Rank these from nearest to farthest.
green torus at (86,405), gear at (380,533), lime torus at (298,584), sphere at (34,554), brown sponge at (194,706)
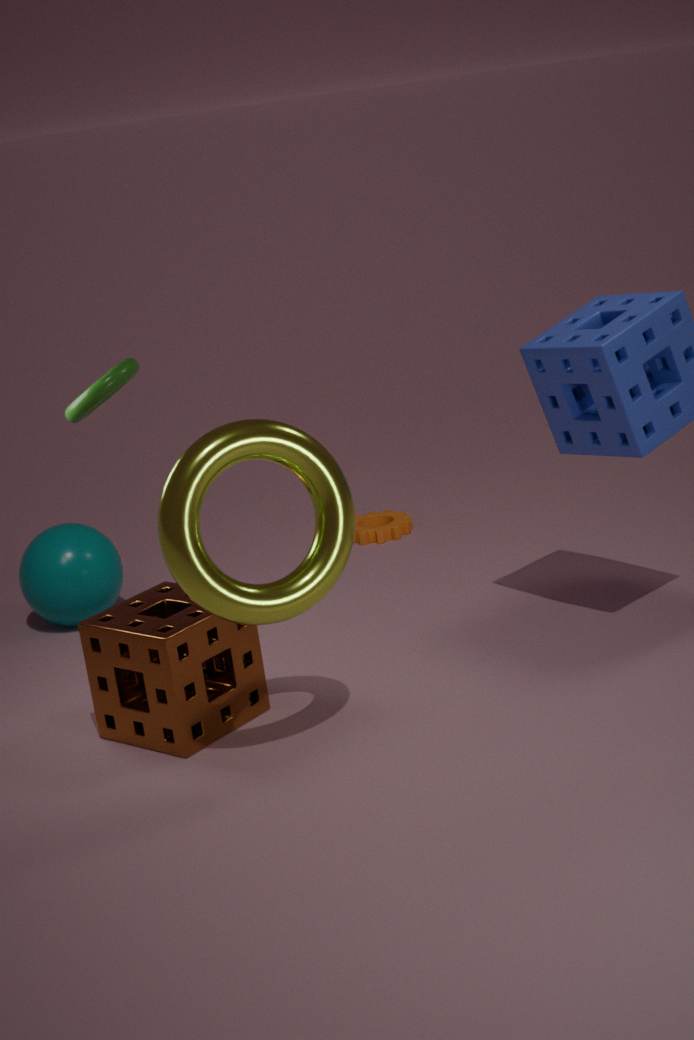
lime torus at (298,584) → brown sponge at (194,706) → green torus at (86,405) → sphere at (34,554) → gear at (380,533)
